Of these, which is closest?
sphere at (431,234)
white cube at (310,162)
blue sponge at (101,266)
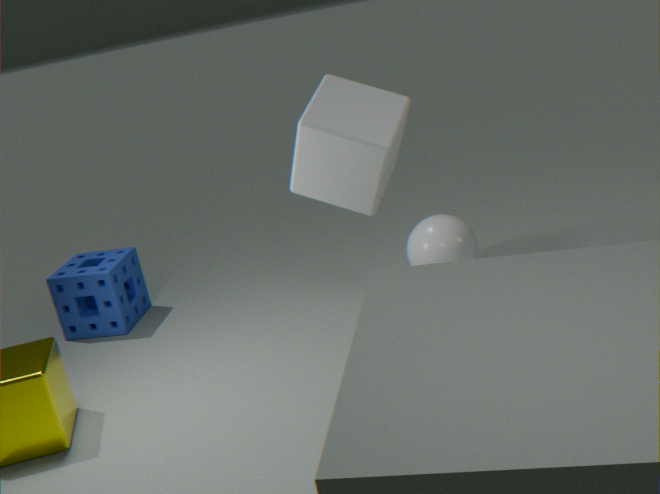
white cube at (310,162)
